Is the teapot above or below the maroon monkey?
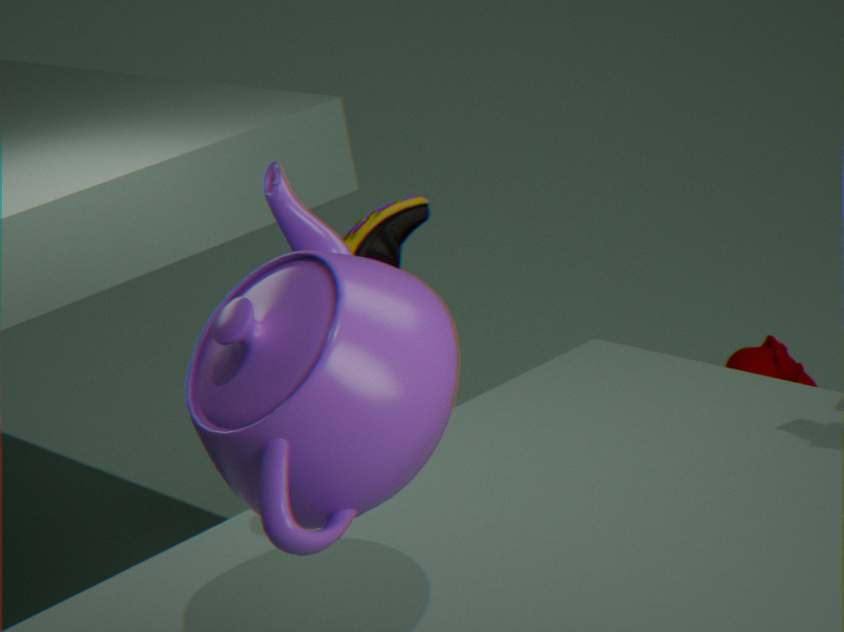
above
